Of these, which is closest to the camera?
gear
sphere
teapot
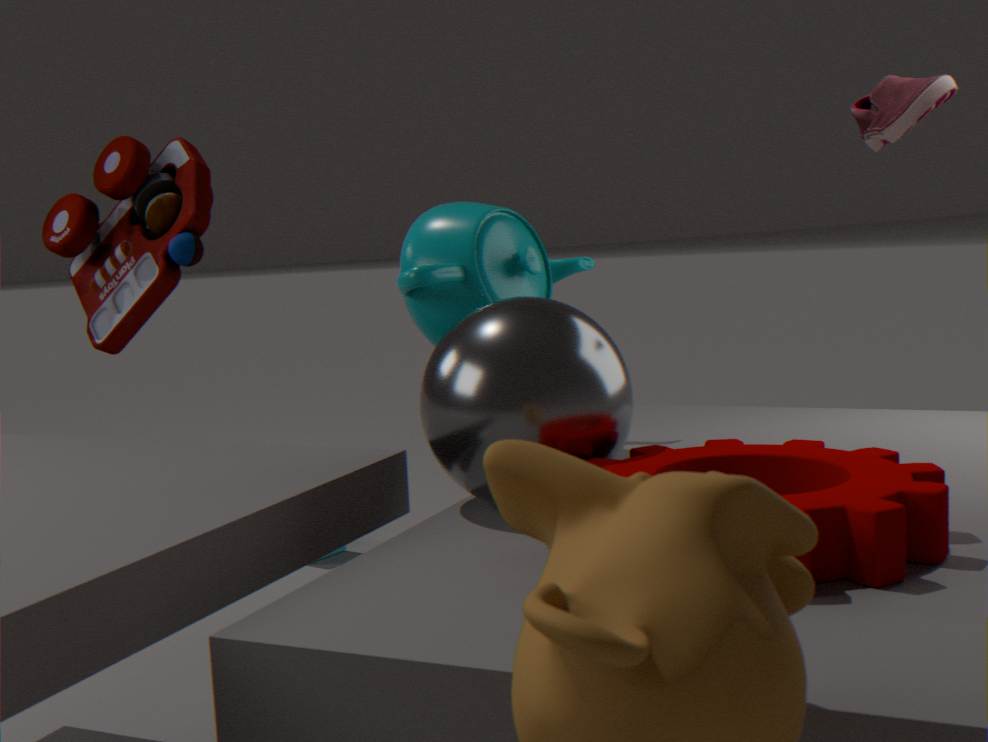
gear
